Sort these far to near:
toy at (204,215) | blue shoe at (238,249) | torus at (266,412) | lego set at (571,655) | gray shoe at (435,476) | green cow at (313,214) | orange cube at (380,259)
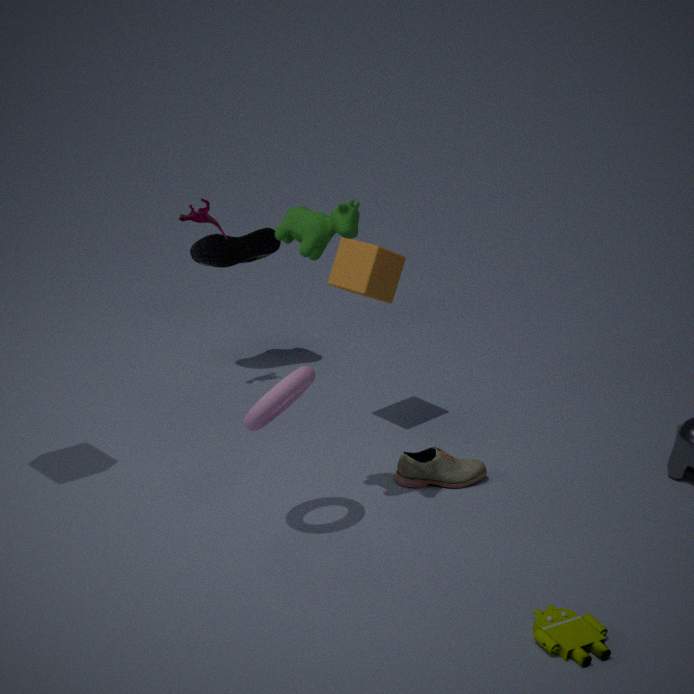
blue shoe at (238,249)
toy at (204,215)
orange cube at (380,259)
gray shoe at (435,476)
torus at (266,412)
green cow at (313,214)
lego set at (571,655)
